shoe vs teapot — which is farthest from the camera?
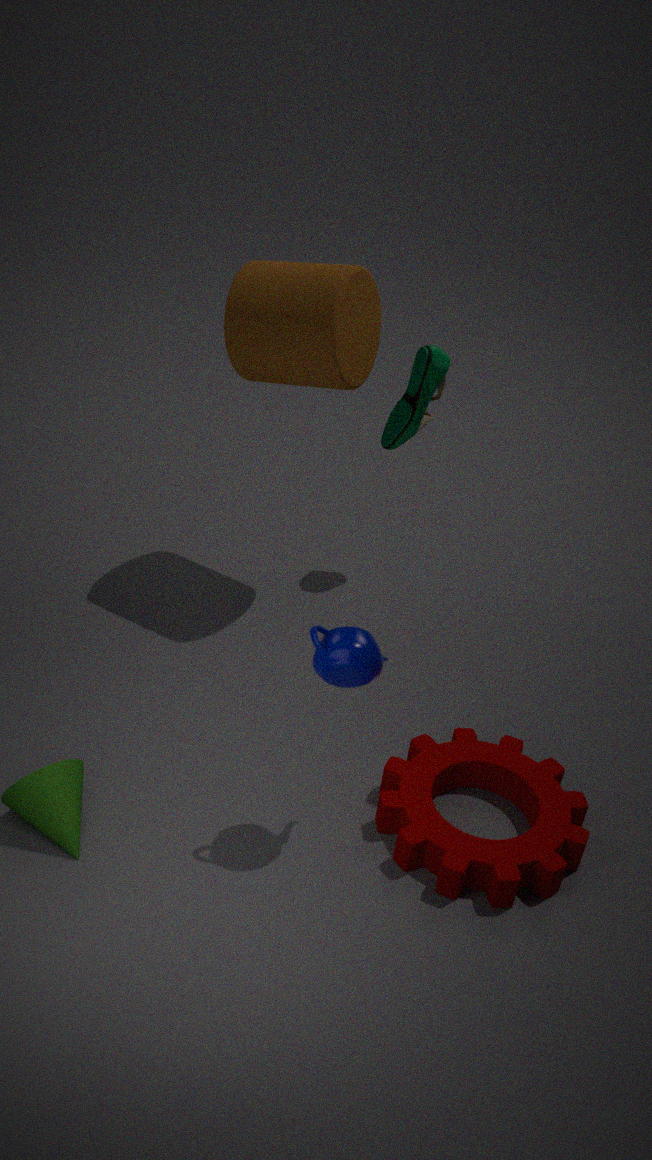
shoe
